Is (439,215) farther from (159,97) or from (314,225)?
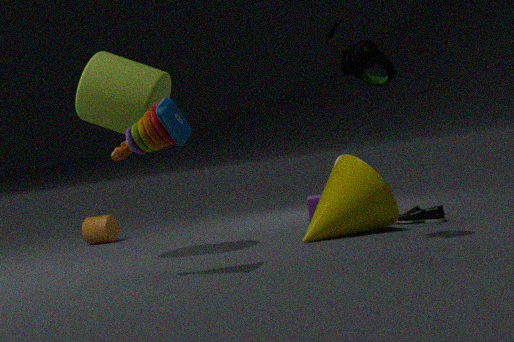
(159,97)
